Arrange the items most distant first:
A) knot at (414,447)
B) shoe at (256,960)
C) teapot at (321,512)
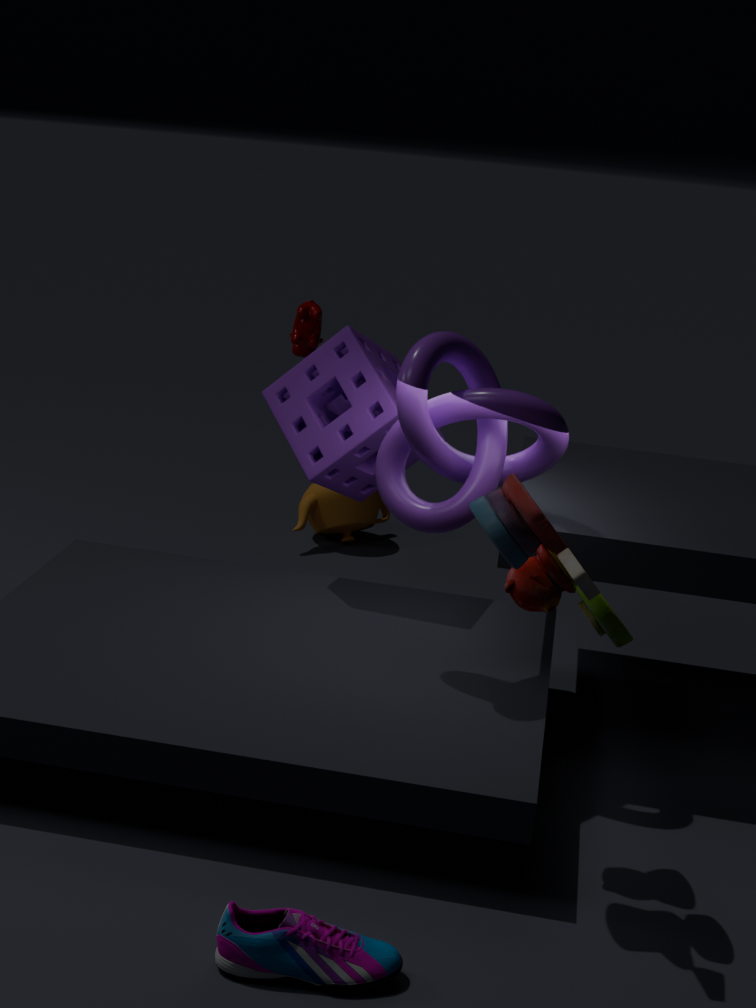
teapot at (321,512) → knot at (414,447) → shoe at (256,960)
